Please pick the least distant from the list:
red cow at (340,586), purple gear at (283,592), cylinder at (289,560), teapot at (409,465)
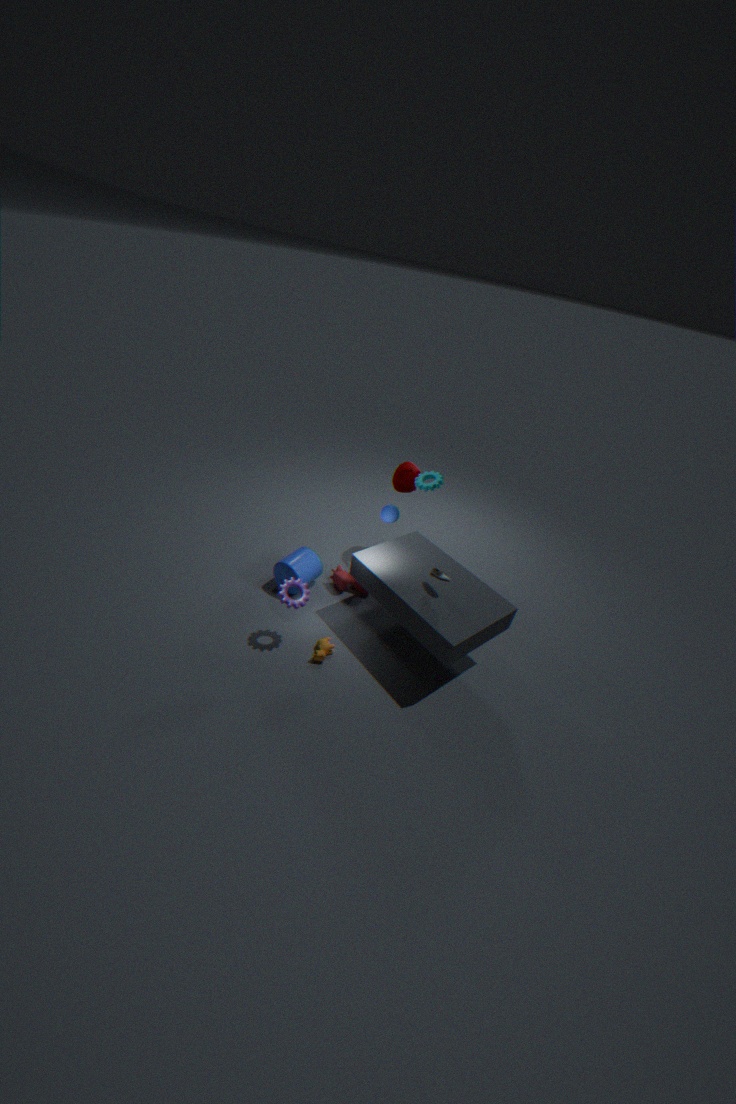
purple gear at (283,592)
